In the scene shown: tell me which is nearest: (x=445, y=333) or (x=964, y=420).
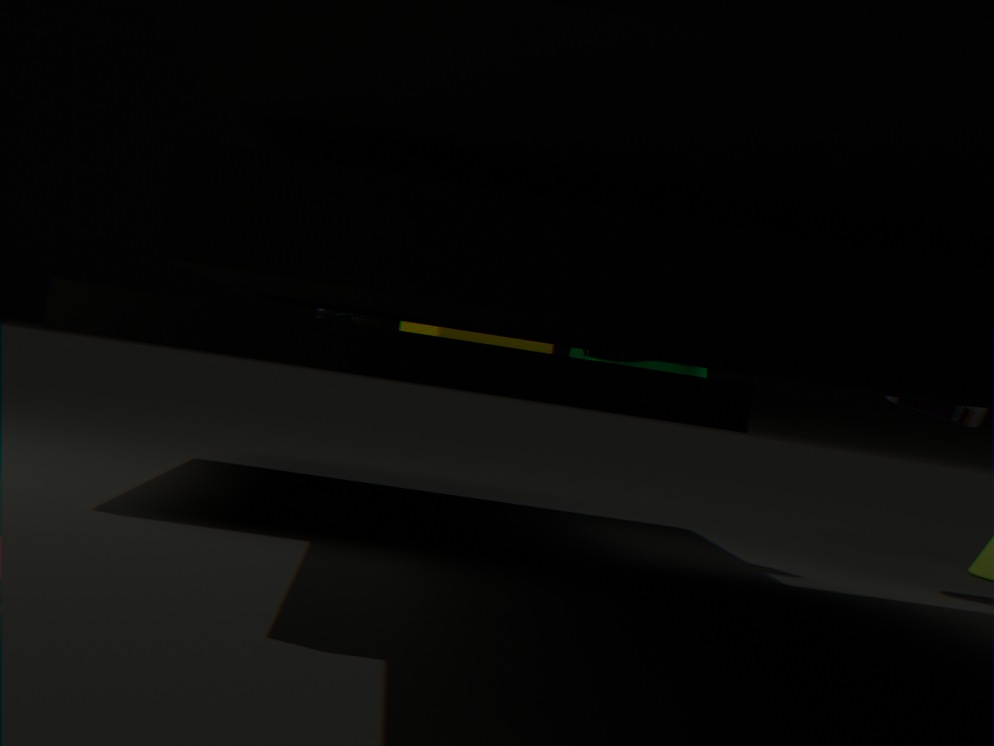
(x=964, y=420)
